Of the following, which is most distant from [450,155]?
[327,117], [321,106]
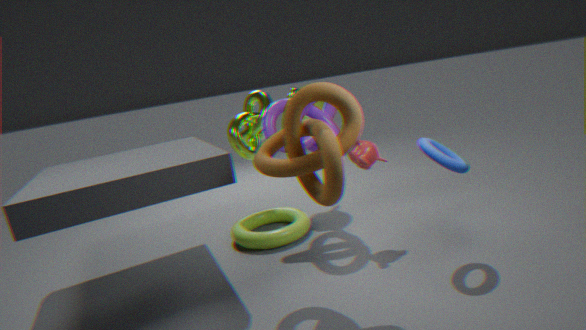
[321,106]
